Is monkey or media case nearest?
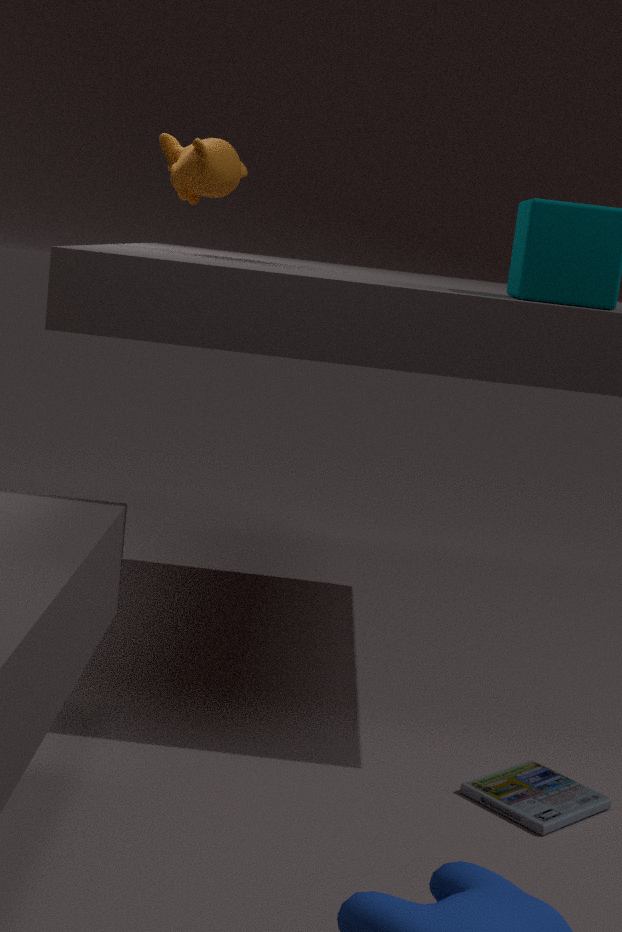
media case
